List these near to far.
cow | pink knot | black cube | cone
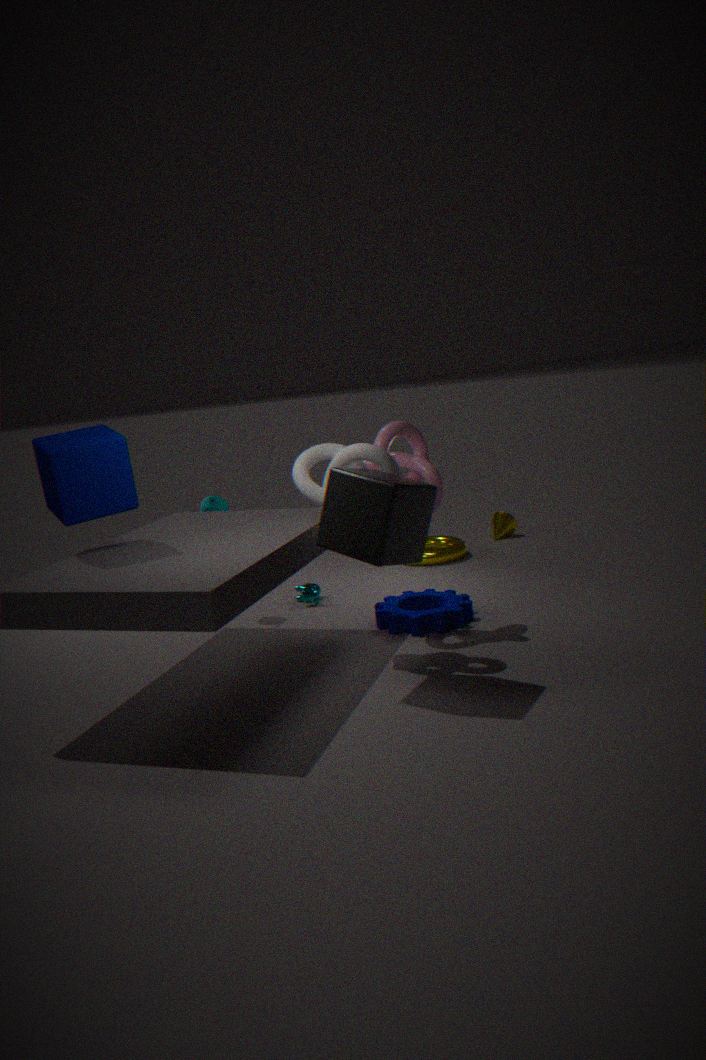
black cube < pink knot < cow < cone
